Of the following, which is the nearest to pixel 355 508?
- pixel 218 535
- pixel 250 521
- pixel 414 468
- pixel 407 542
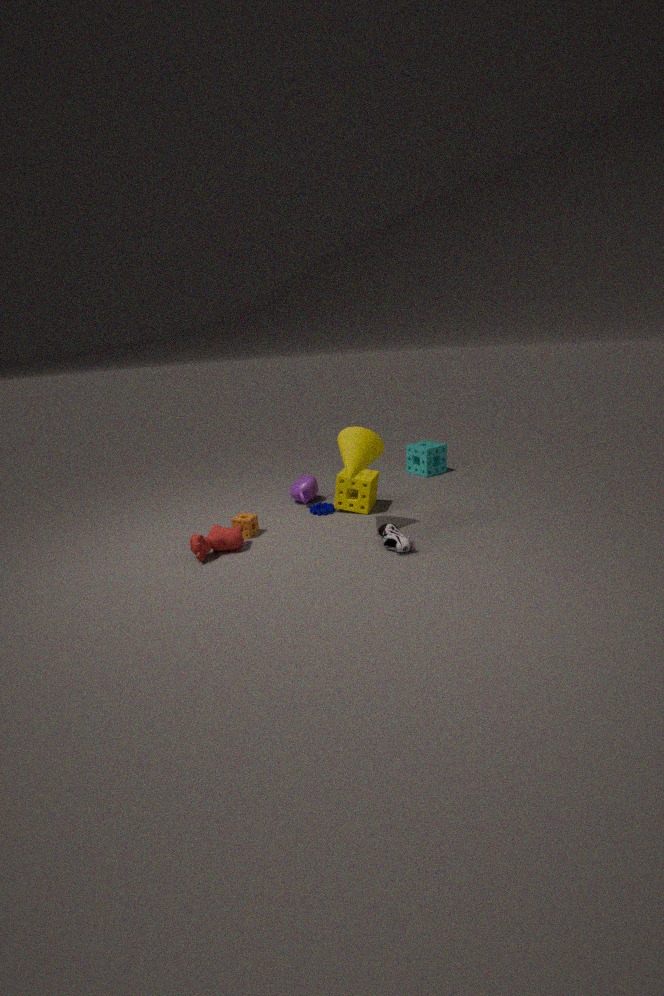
pixel 407 542
